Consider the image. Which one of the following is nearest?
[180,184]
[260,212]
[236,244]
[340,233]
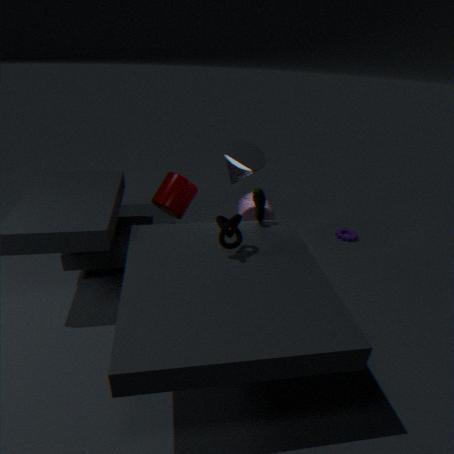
[236,244]
